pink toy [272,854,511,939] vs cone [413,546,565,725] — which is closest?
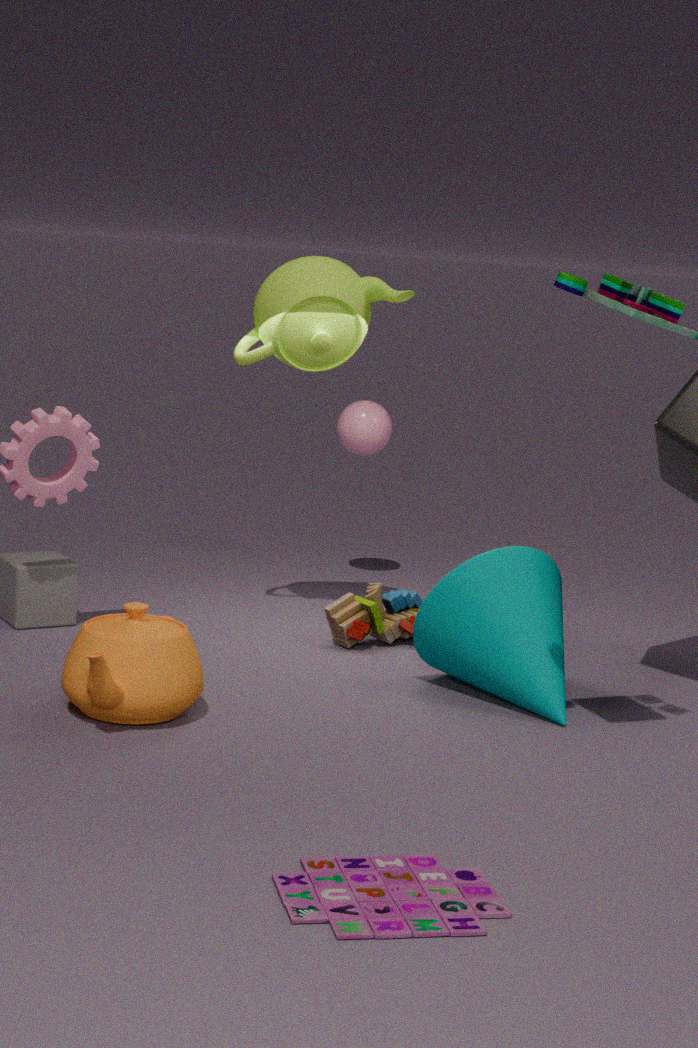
pink toy [272,854,511,939]
